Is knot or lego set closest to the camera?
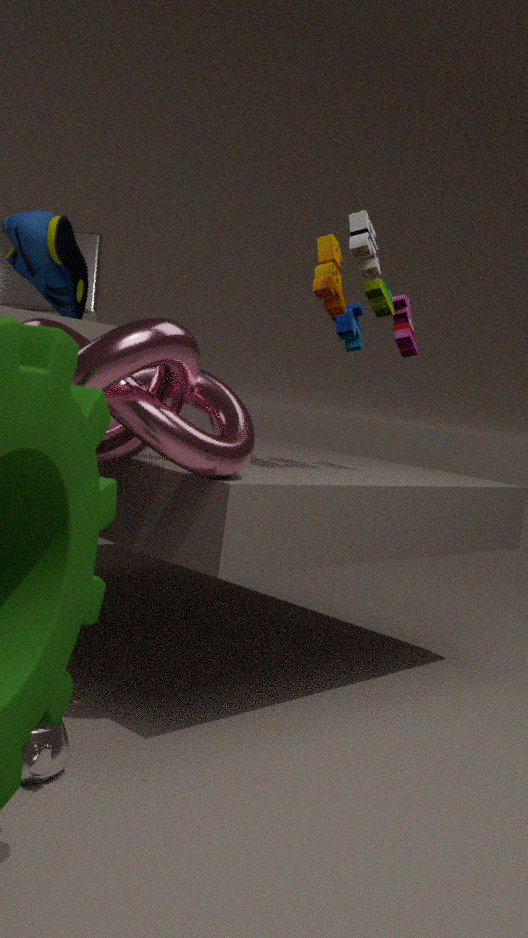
knot
